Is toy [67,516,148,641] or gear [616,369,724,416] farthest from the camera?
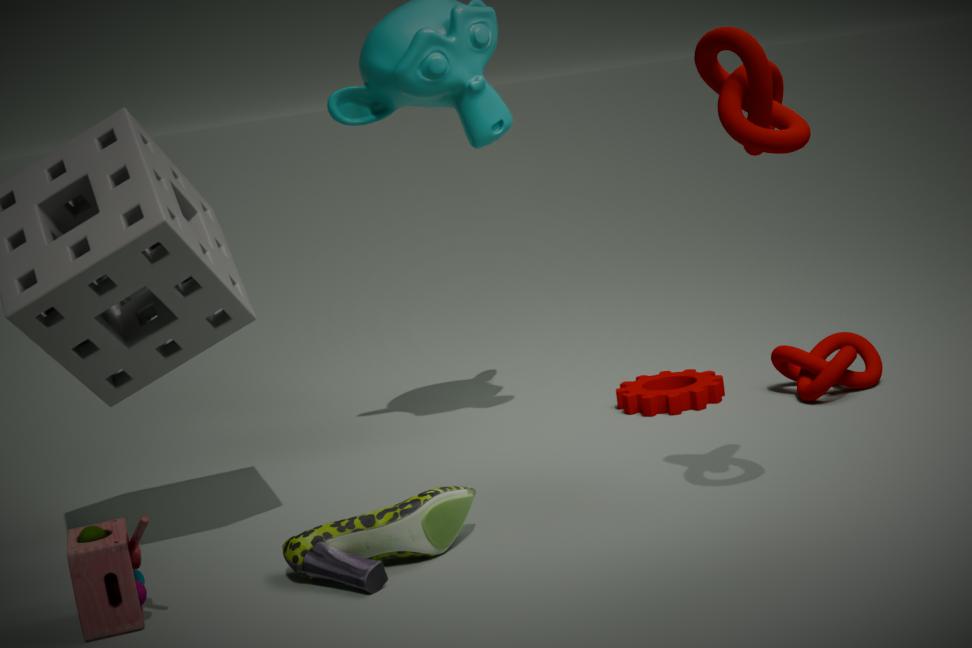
gear [616,369,724,416]
